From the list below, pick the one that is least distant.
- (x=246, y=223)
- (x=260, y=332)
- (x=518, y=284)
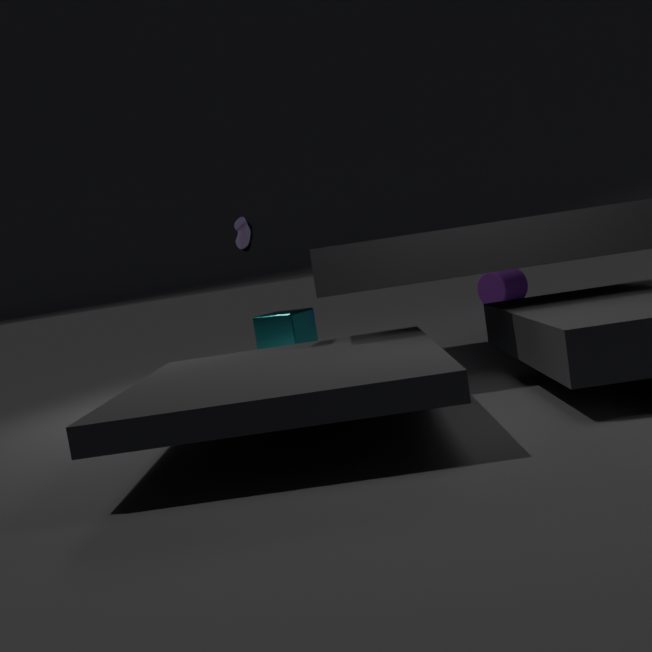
(x=246, y=223)
